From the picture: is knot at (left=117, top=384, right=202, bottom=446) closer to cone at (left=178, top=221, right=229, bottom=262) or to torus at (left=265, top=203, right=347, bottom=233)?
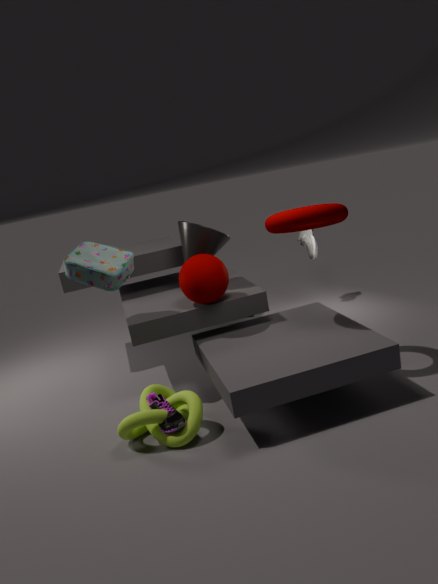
cone at (left=178, top=221, right=229, bottom=262)
